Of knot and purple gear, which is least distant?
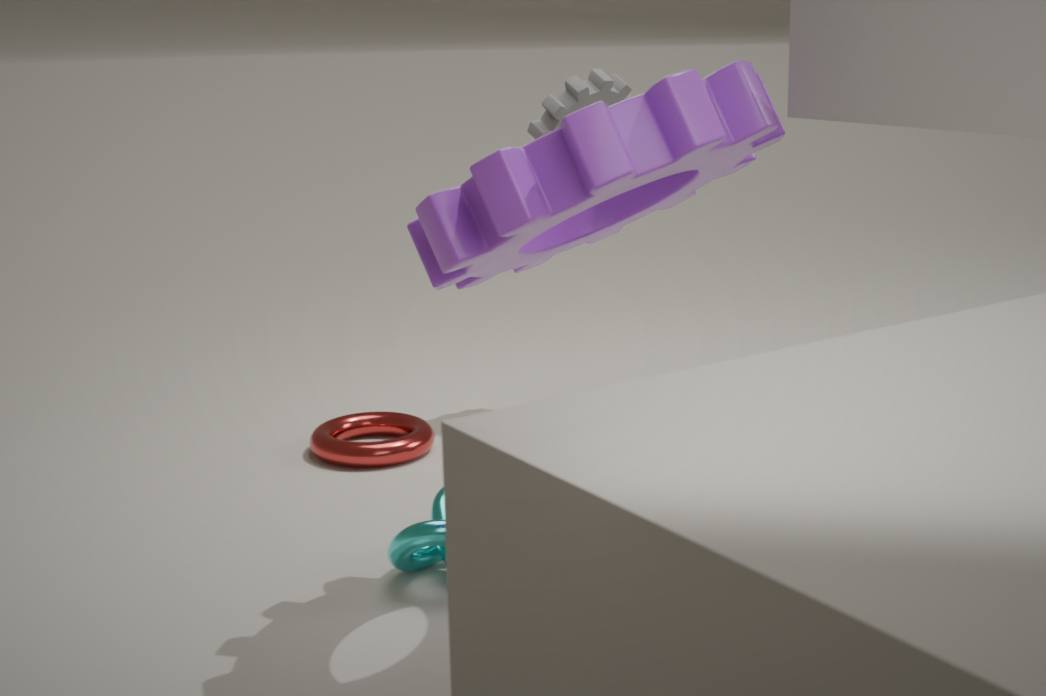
purple gear
